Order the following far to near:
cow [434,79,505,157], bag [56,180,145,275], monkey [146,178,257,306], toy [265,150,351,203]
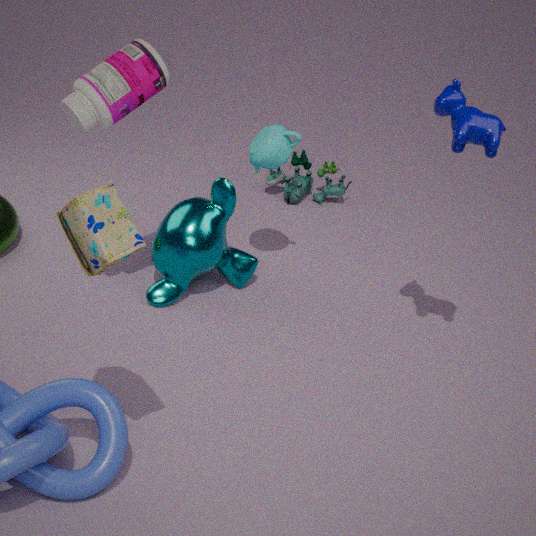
toy [265,150,351,203] < monkey [146,178,257,306] < cow [434,79,505,157] < bag [56,180,145,275]
